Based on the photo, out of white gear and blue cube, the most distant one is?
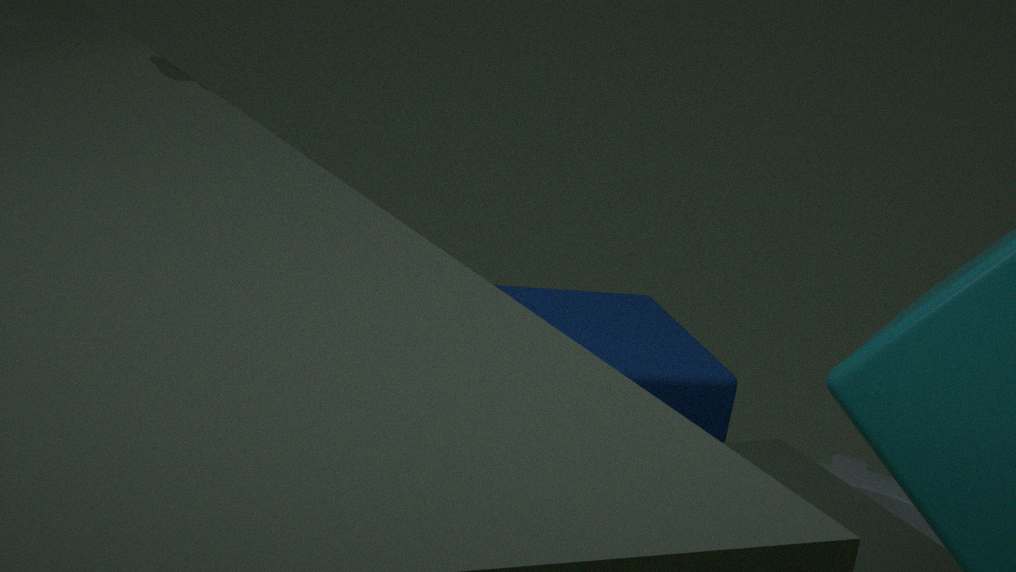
white gear
